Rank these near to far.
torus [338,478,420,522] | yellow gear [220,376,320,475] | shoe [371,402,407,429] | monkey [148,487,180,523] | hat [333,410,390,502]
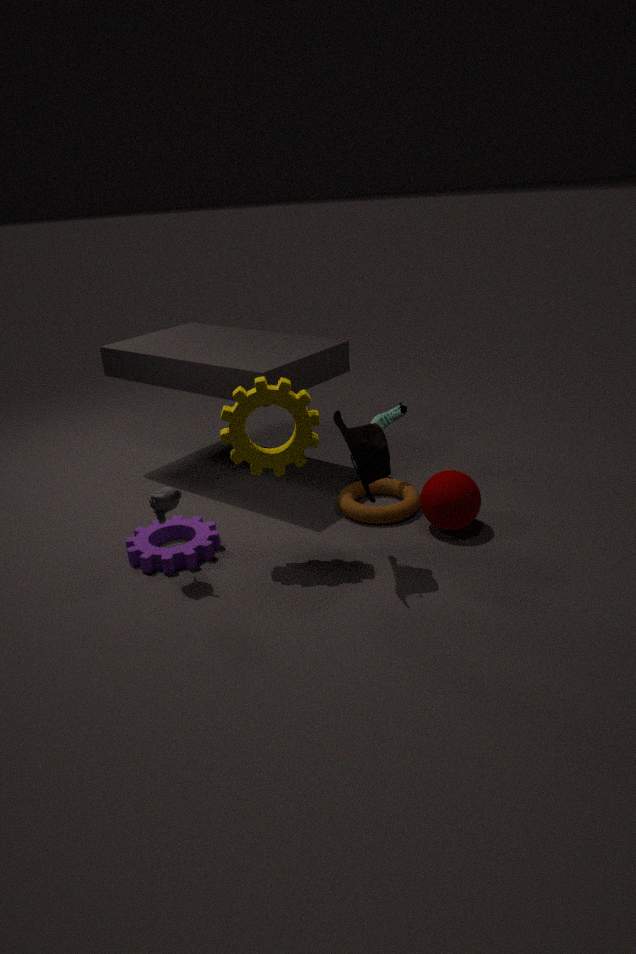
hat [333,410,390,502], monkey [148,487,180,523], yellow gear [220,376,320,475], torus [338,478,420,522], shoe [371,402,407,429]
